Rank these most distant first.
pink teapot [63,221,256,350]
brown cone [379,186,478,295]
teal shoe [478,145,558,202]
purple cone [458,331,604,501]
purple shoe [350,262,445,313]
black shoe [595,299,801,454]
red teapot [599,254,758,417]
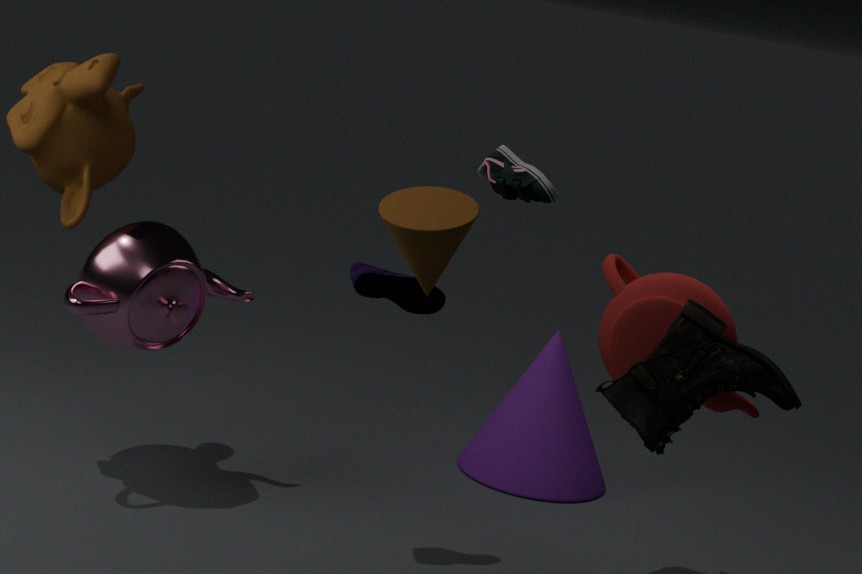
purple cone [458,331,604,501] → pink teapot [63,221,256,350] → red teapot [599,254,758,417] → purple shoe [350,262,445,313] → black shoe [595,299,801,454] → teal shoe [478,145,558,202] → brown cone [379,186,478,295]
